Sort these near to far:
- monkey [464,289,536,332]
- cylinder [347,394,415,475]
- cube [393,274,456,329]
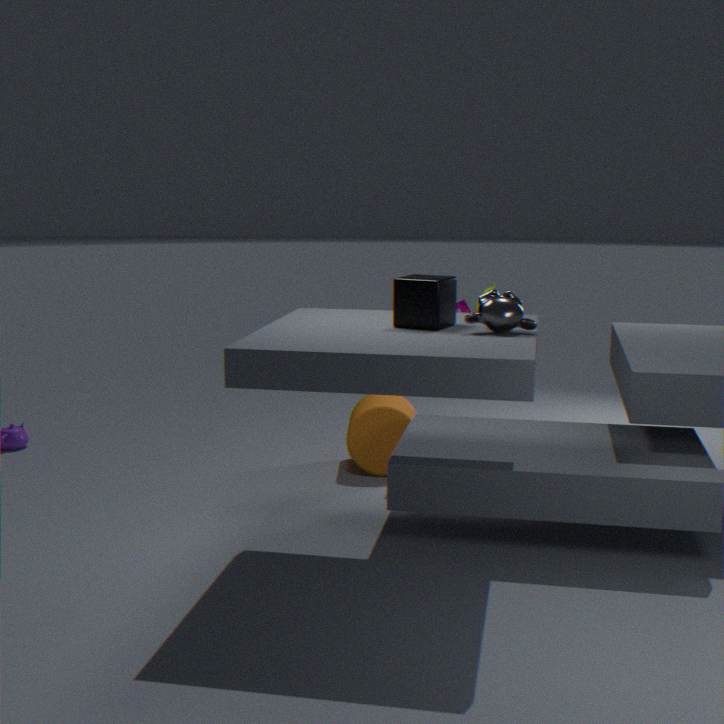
monkey [464,289,536,332]
cube [393,274,456,329]
cylinder [347,394,415,475]
